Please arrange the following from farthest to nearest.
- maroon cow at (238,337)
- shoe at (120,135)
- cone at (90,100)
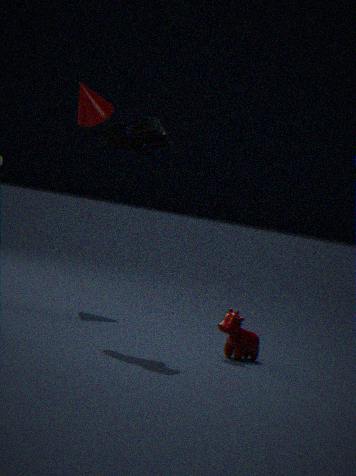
cone at (90,100), maroon cow at (238,337), shoe at (120,135)
